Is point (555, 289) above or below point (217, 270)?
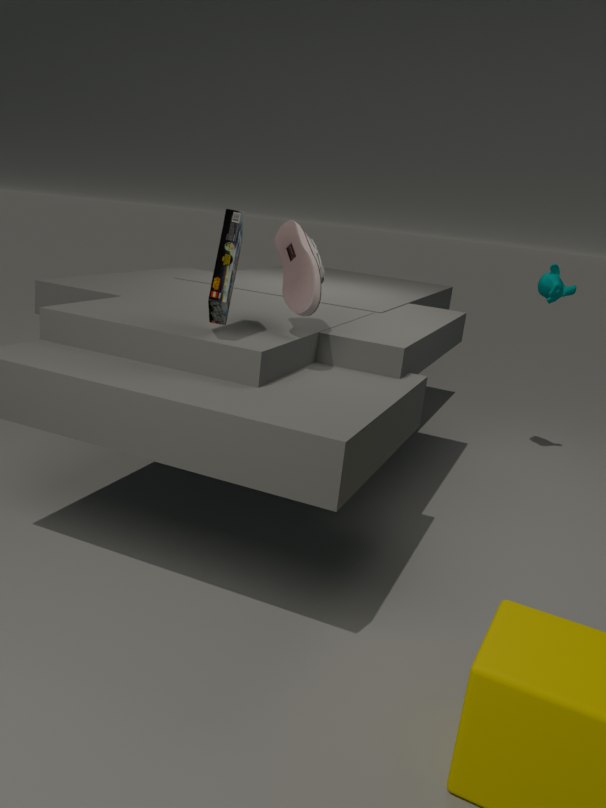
below
